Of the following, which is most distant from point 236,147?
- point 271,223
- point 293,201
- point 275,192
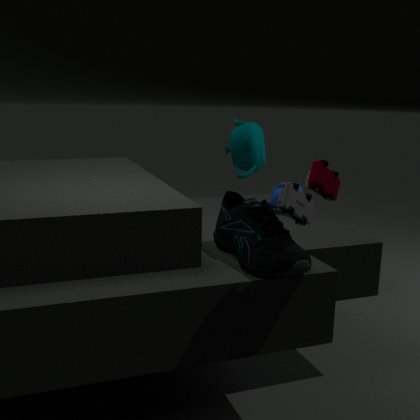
point 293,201
